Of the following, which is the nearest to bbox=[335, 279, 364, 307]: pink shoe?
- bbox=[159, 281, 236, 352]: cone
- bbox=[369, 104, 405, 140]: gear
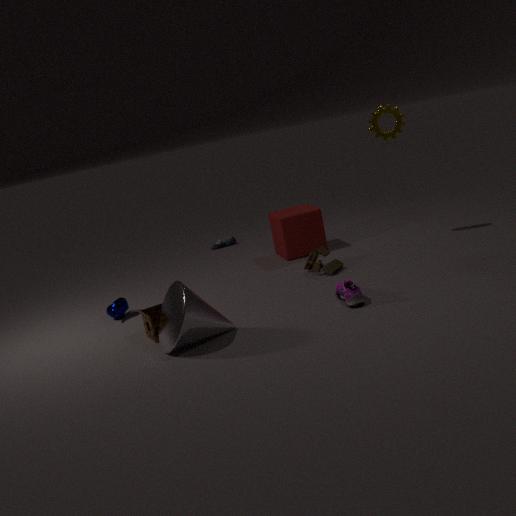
bbox=[159, 281, 236, 352]: cone
